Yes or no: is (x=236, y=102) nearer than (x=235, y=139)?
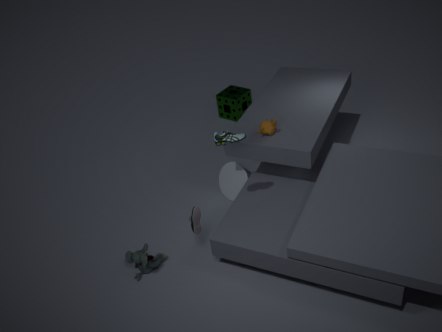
No
